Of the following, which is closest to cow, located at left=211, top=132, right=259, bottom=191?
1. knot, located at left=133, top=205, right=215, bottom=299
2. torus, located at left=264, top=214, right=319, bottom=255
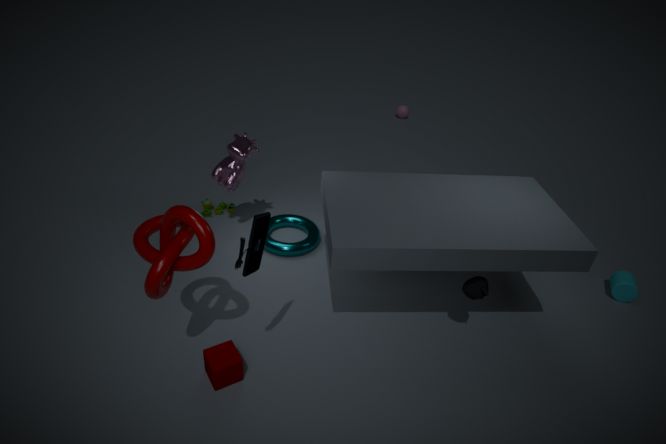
torus, located at left=264, top=214, right=319, bottom=255
